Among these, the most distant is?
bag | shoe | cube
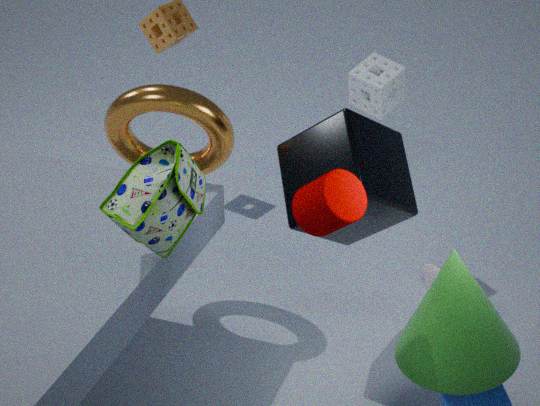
shoe
